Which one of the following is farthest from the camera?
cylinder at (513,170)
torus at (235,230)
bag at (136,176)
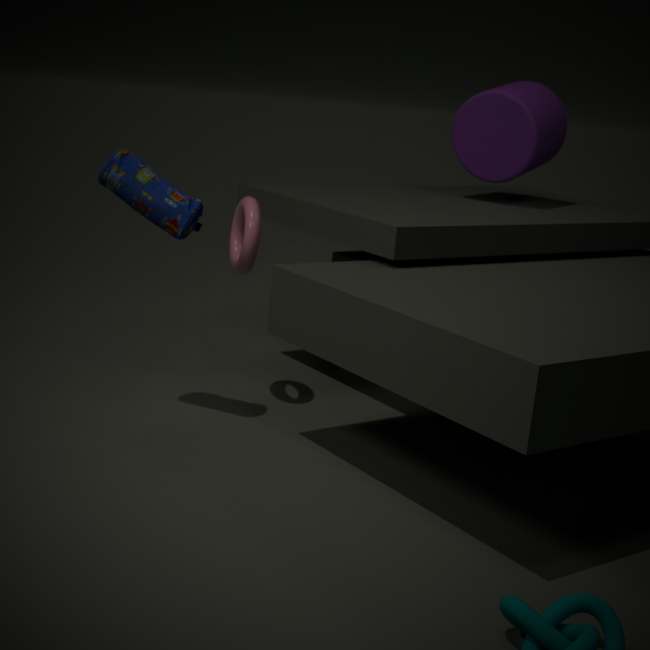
cylinder at (513,170)
